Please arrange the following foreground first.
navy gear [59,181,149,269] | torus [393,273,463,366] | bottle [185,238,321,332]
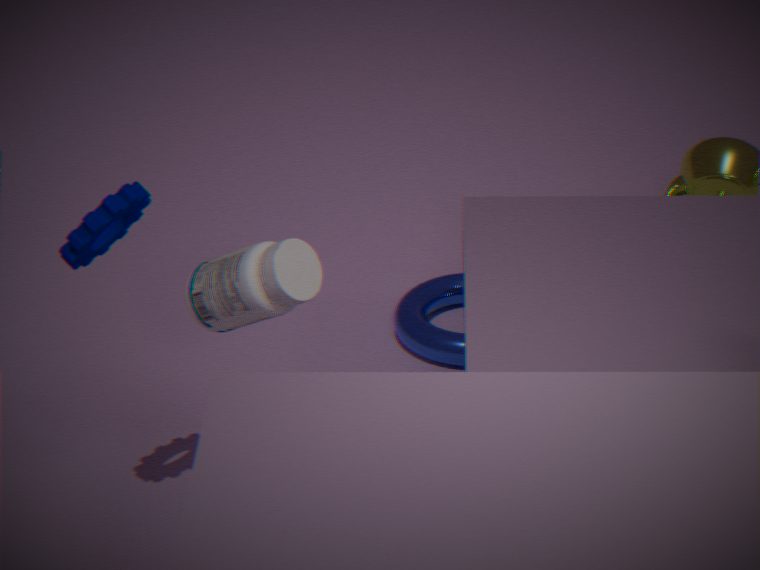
navy gear [59,181,149,269], bottle [185,238,321,332], torus [393,273,463,366]
